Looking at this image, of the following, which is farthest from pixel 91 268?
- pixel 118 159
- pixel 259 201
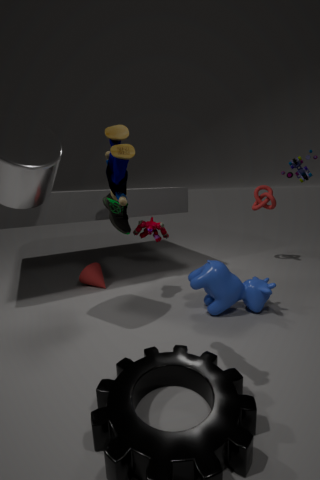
pixel 259 201
